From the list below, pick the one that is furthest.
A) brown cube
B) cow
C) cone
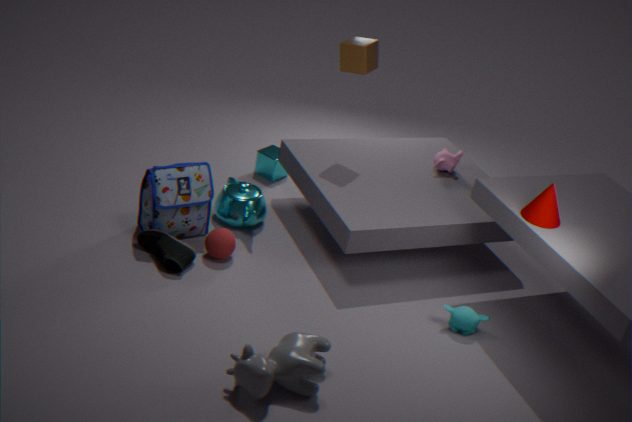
brown cube
